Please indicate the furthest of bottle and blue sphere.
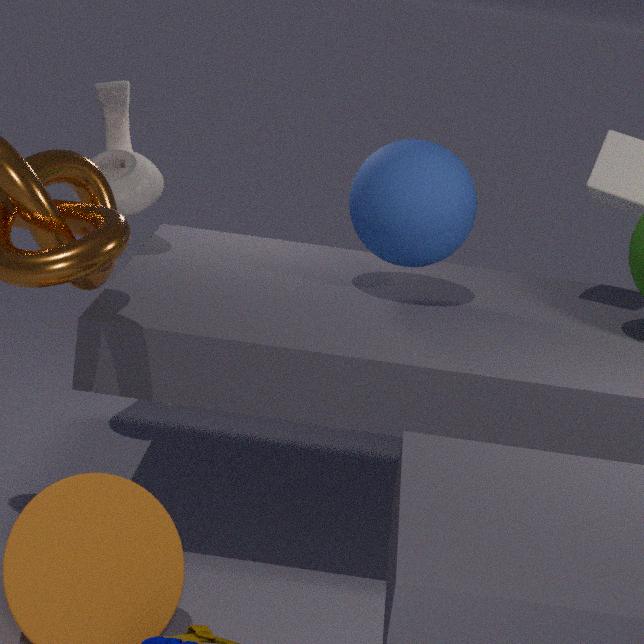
bottle
